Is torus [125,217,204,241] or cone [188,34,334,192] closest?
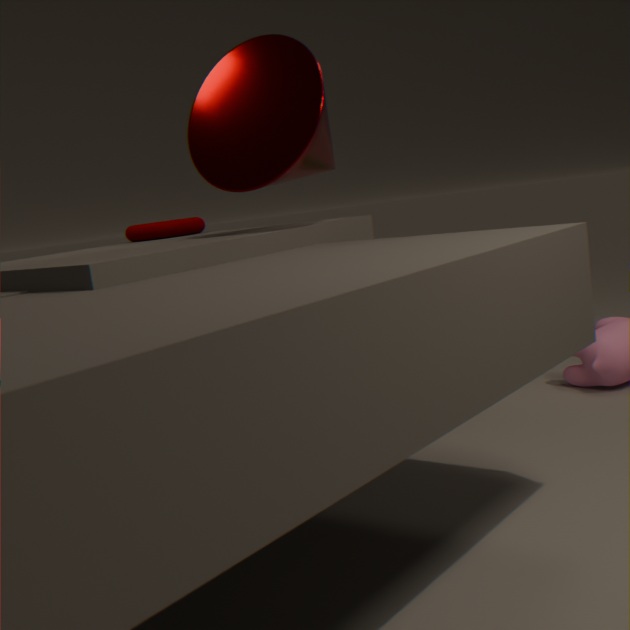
cone [188,34,334,192]
